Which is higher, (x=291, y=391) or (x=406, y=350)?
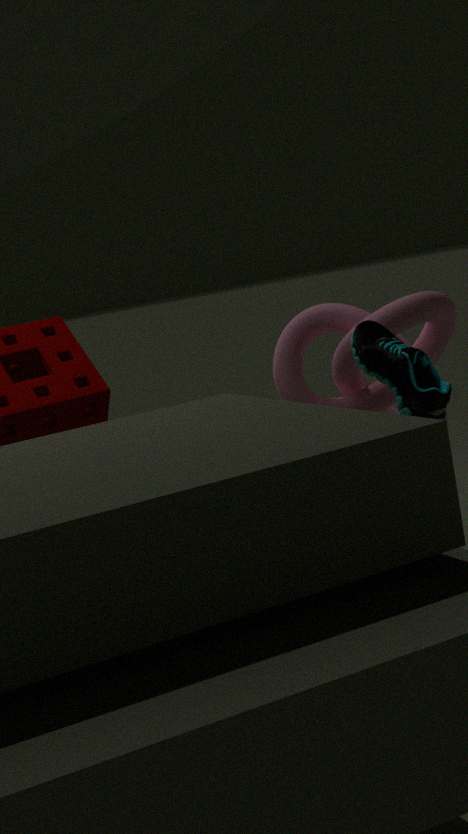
(x=406, y=350)
